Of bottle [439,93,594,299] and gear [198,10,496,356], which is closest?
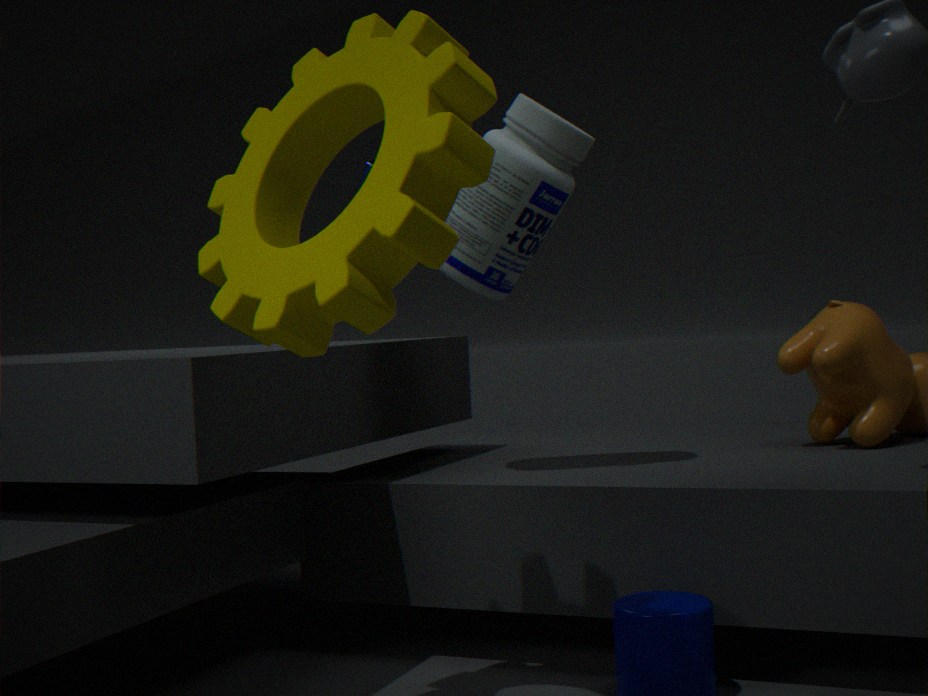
gear [198,10,496,356]
